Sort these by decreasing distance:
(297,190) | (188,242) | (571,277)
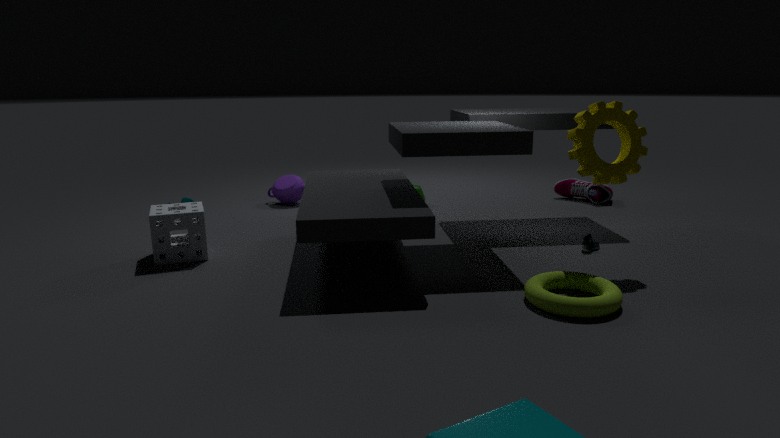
(297,190)
(188,242)
(571,277)
